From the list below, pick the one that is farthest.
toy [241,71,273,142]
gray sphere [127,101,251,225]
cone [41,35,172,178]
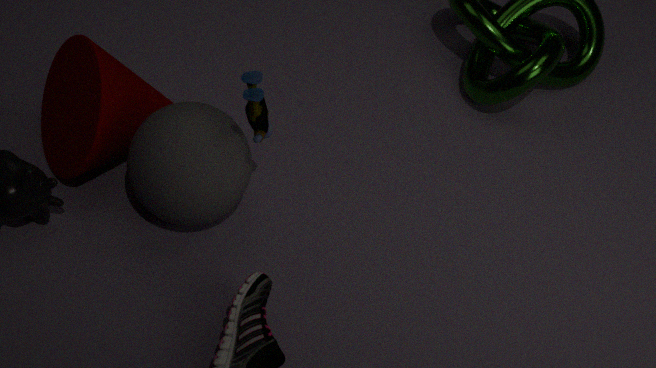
cone [41,35,172,178]
